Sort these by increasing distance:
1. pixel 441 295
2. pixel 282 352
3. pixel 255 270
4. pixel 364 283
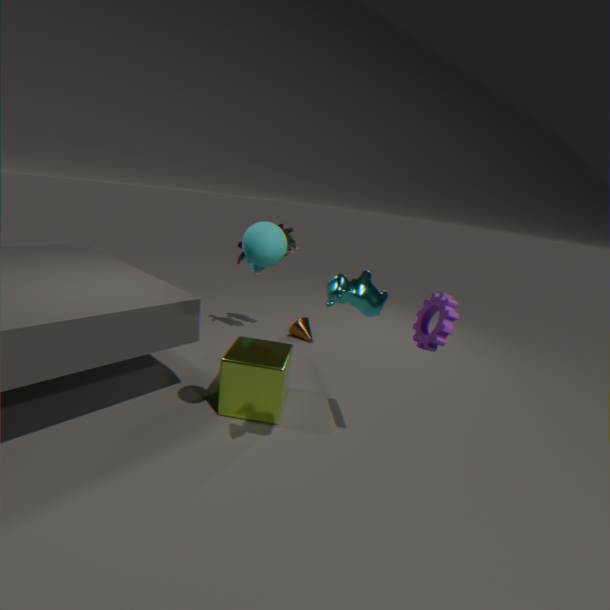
pixel 364 283 → pixel 441 295 → pixel 282 352 → pixel 255 270
